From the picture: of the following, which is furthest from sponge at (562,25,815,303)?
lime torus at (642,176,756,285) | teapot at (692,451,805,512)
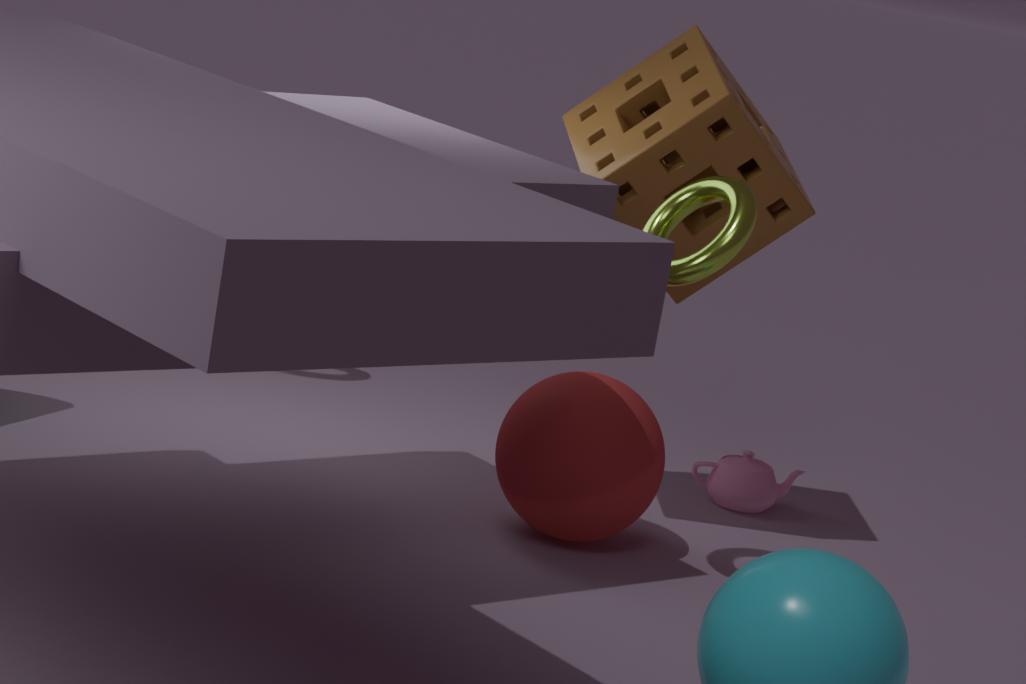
teapot at (692,451,805,512)
